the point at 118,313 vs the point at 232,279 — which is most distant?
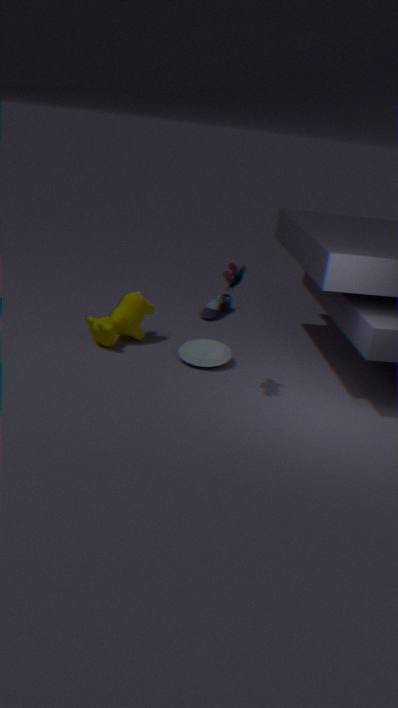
the point at 118,313
